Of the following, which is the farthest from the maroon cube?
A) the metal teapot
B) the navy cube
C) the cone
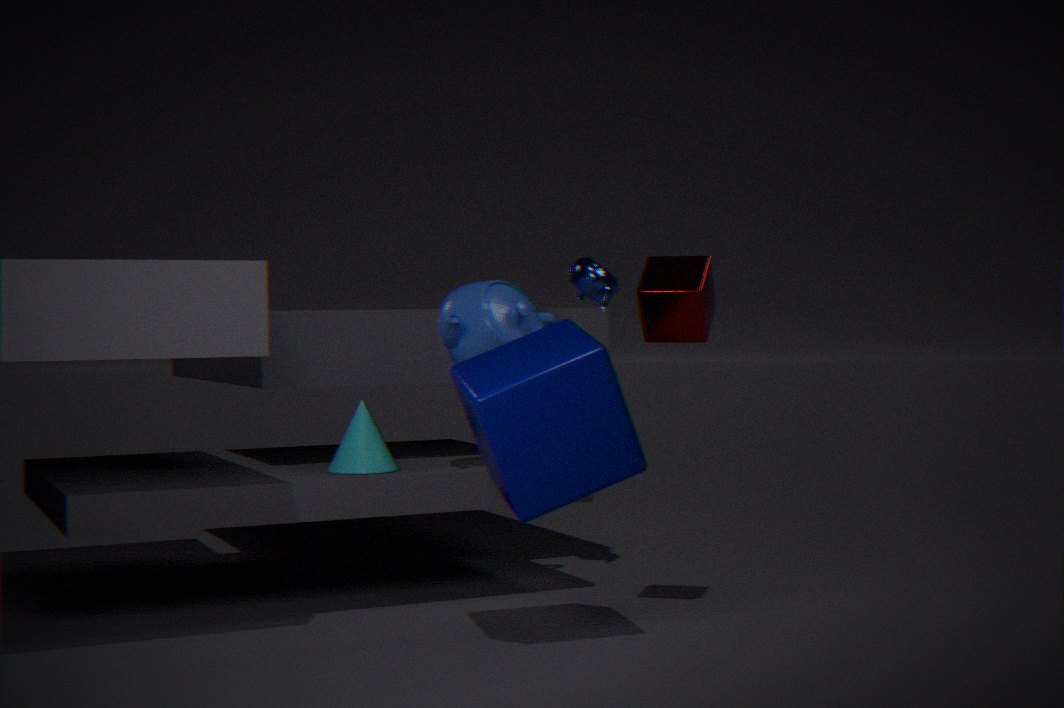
the cone
